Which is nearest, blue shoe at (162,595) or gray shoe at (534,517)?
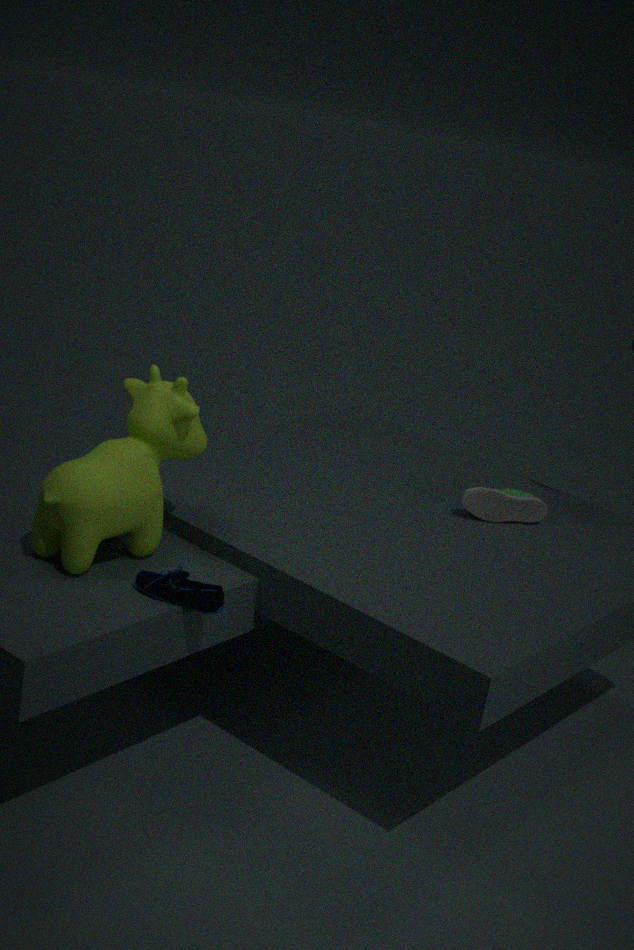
blue shoe at (162,595)
